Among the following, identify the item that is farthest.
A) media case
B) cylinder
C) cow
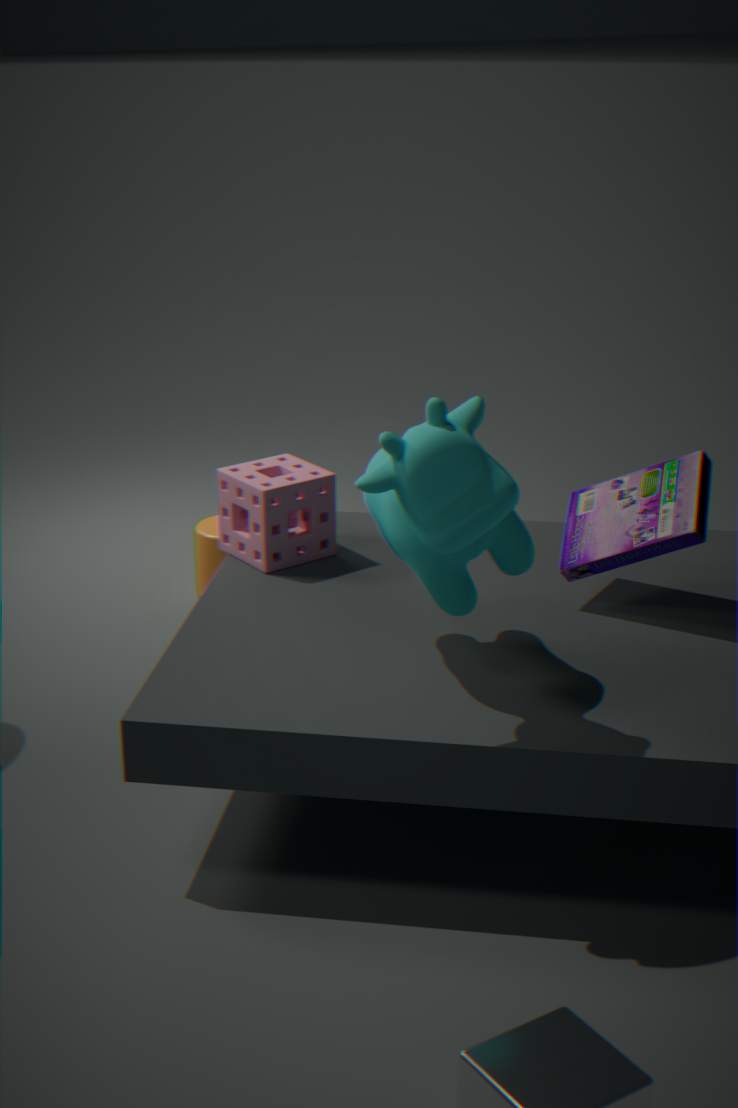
B. cylinder
